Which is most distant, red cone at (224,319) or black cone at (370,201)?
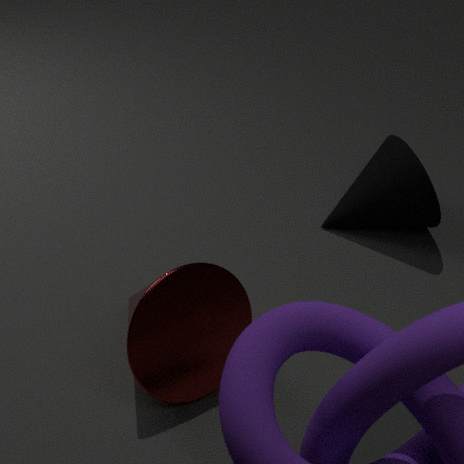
black cone at (370,201)
